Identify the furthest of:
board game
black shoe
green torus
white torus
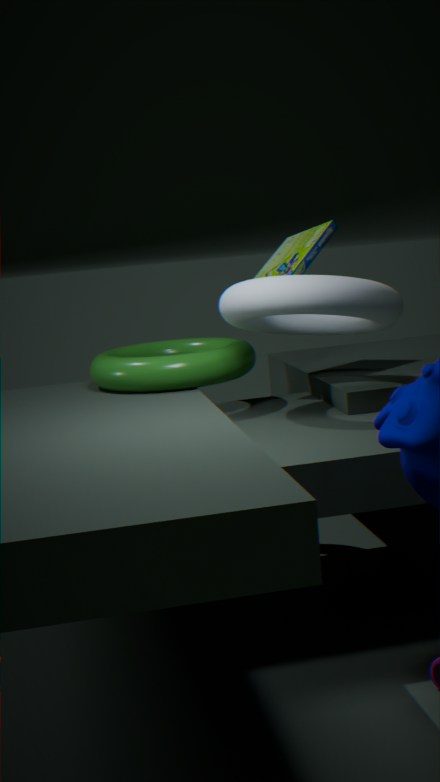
board game
